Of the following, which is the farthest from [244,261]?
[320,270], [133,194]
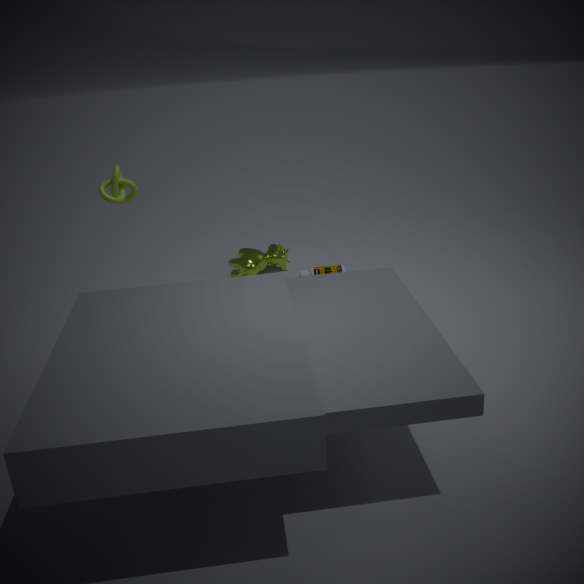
[133,194]
